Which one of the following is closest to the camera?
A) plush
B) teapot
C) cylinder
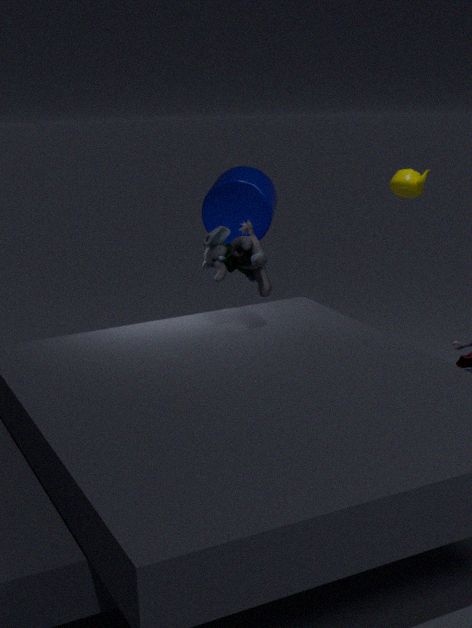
plush
